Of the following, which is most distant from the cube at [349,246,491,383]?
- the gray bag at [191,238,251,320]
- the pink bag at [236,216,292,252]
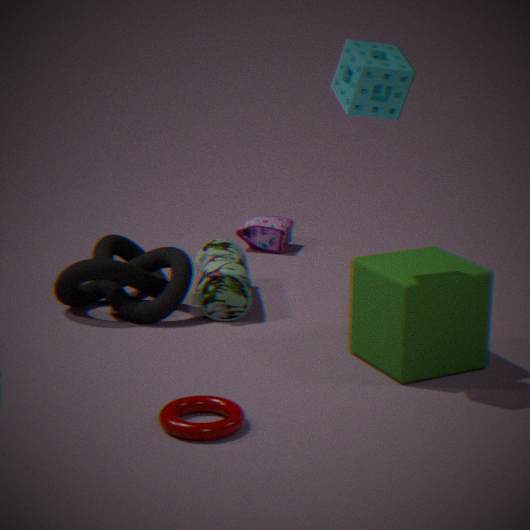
the pink bag at [236,216,292,252]
